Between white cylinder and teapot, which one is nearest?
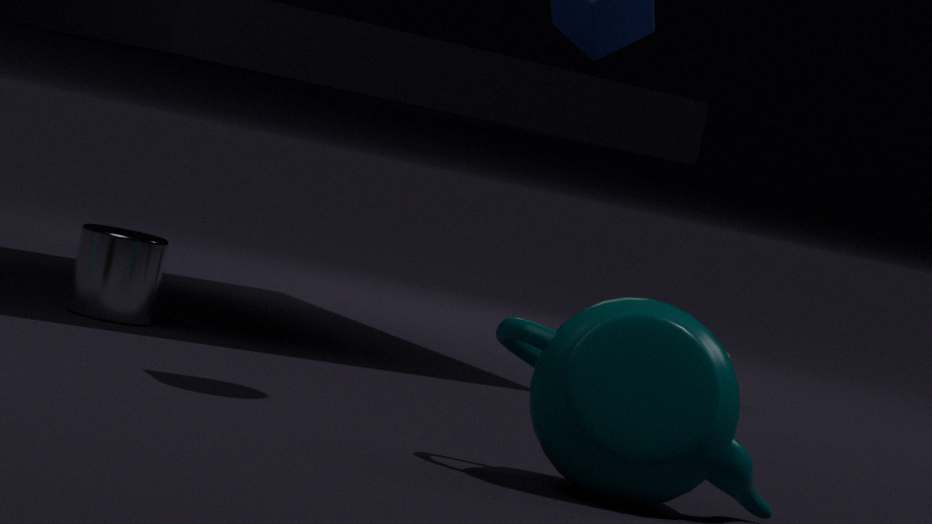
teapot
